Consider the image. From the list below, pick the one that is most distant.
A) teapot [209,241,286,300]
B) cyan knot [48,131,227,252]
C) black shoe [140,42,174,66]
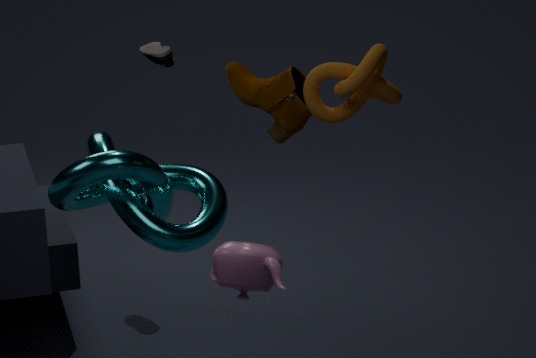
black shoe [140,42,174,66]
